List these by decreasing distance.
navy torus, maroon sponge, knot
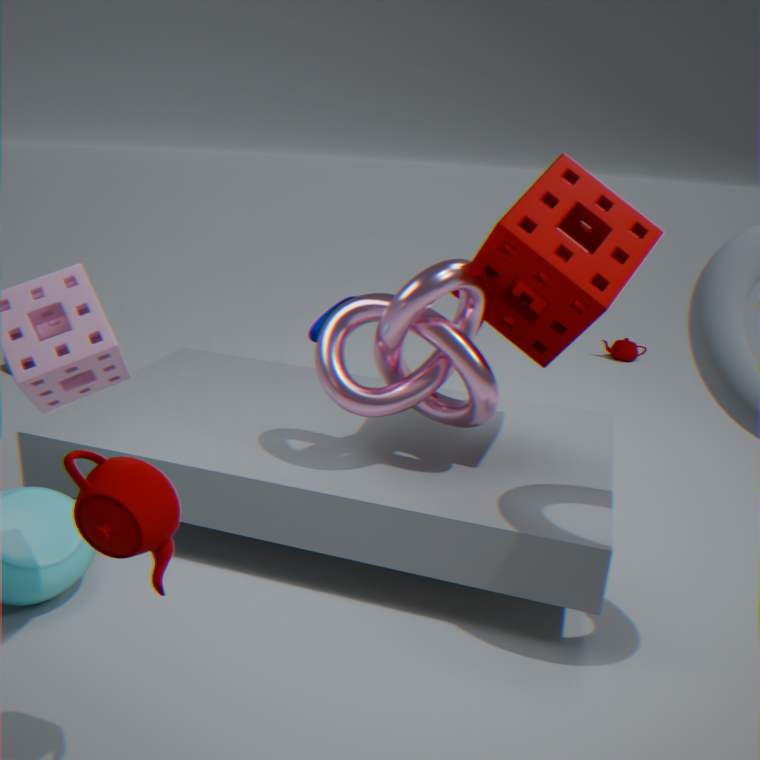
navy torus < maroon sponge < knot
